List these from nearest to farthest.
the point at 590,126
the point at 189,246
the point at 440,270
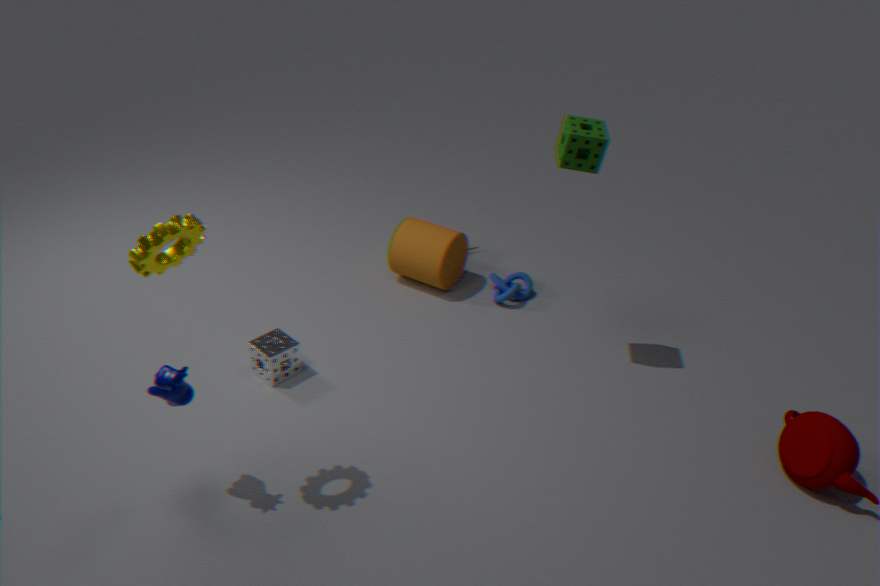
the point at 189,246, the point at 590,126, the point at 440,270
